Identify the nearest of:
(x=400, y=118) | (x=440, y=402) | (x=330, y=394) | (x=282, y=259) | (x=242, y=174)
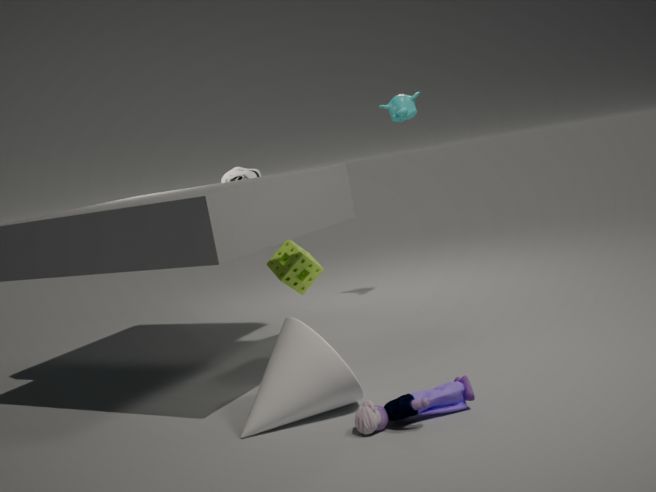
(x=440, y=402)
